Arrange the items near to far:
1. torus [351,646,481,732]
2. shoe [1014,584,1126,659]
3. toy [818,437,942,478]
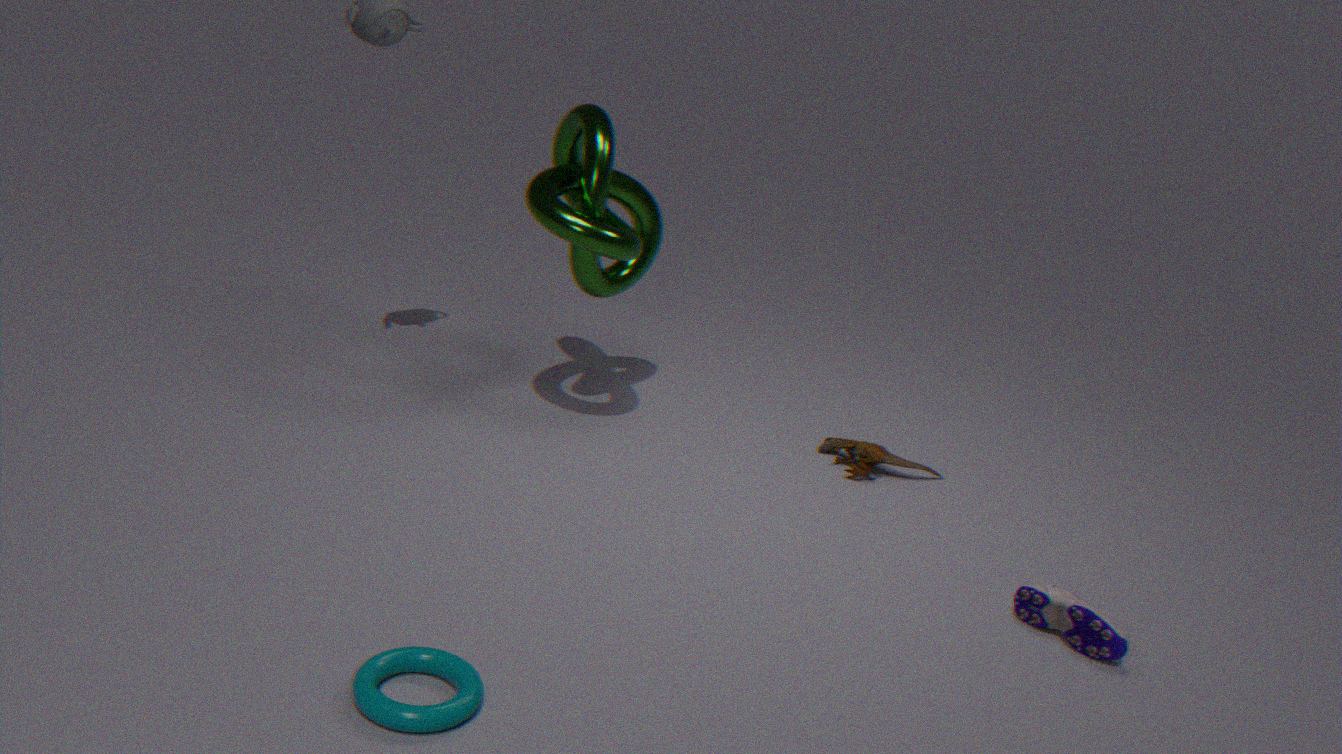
torus [351,646,481,732] < shoe [1014,584,1126,659] < toy [818,437,942,478]
